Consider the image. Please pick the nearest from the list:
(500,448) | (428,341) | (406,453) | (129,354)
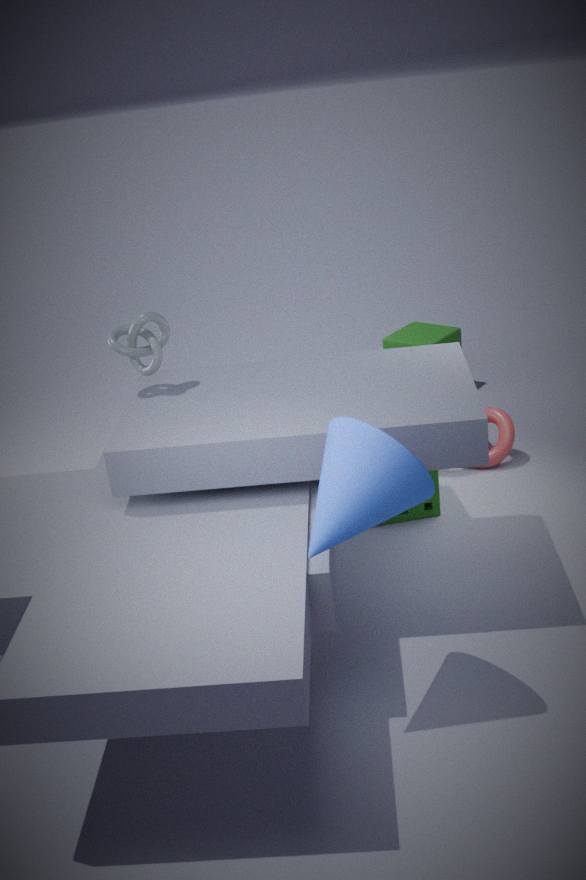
(406,453)
